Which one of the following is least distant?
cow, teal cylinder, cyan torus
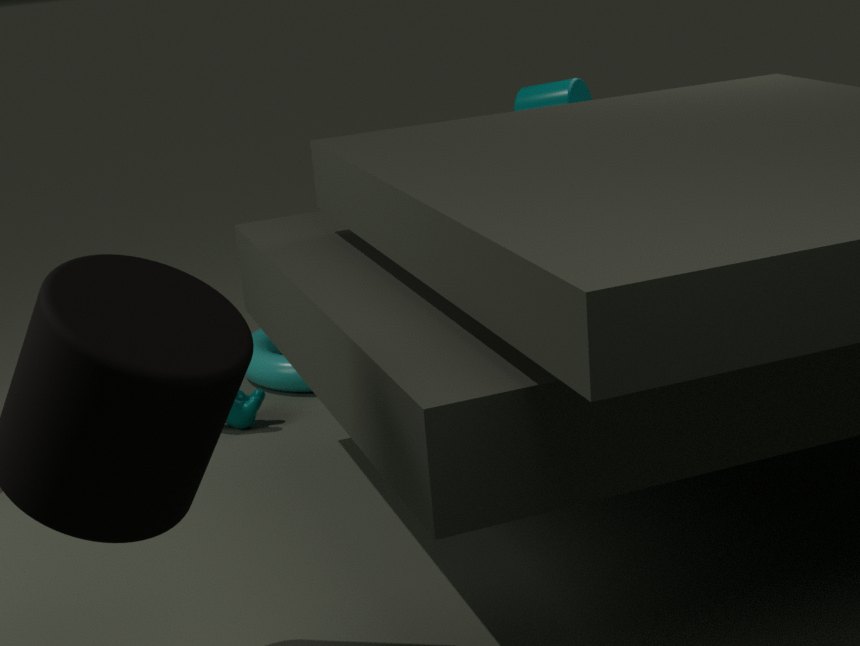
cow
